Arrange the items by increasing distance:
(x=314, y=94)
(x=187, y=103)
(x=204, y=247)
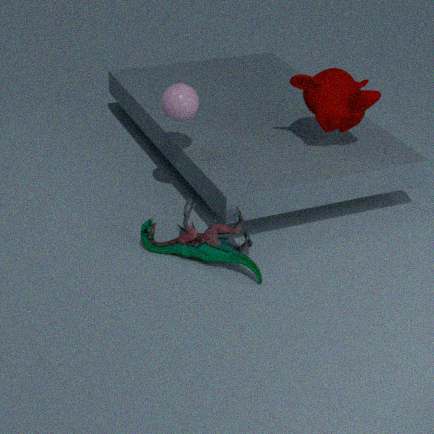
(x=204, y=247) → (x=187, y=103) → (x=314, y=94)
